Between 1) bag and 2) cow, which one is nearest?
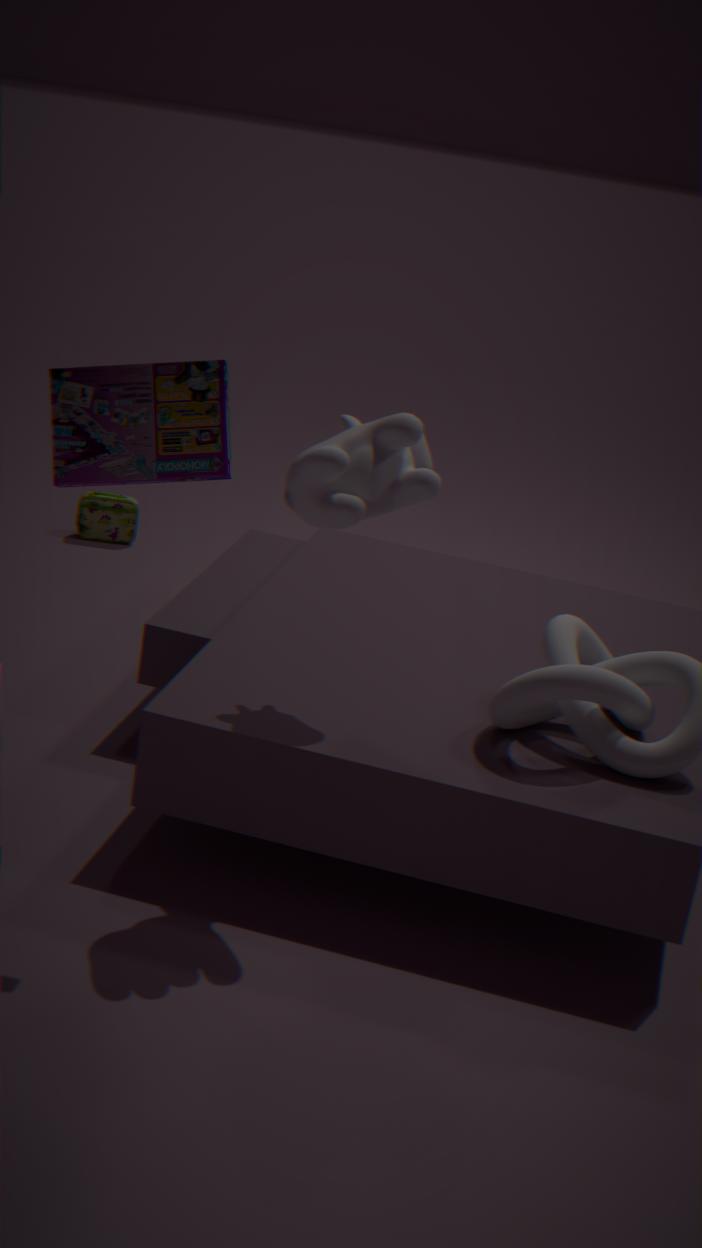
2. cow
